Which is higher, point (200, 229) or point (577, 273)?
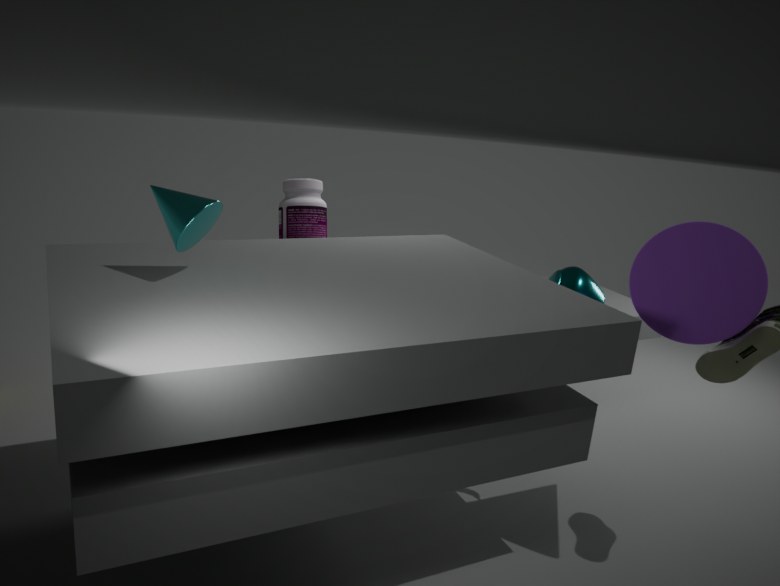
point (200, 229)
